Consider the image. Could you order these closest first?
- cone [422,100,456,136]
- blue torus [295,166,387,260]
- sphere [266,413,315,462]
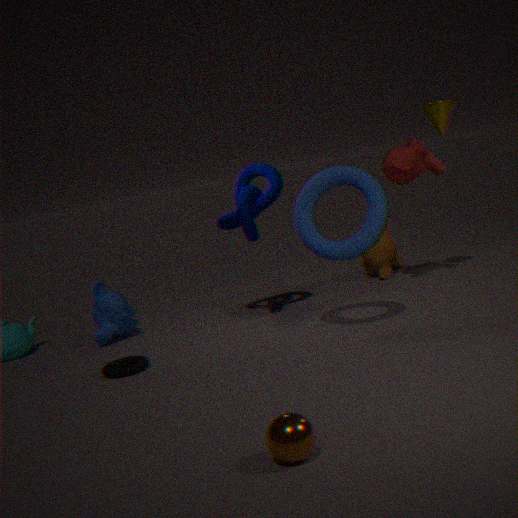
sphere [266,413,315,462], blue torus [295,166,387,260], cone [422,100,456,136]
